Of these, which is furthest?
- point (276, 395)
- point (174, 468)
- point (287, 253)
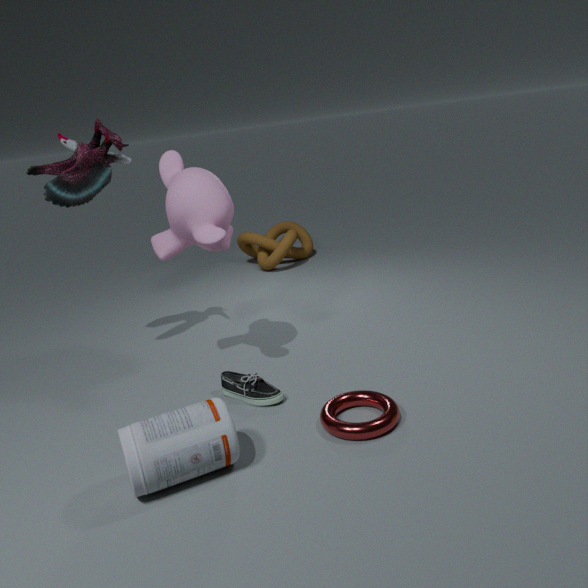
point (287, 253)
